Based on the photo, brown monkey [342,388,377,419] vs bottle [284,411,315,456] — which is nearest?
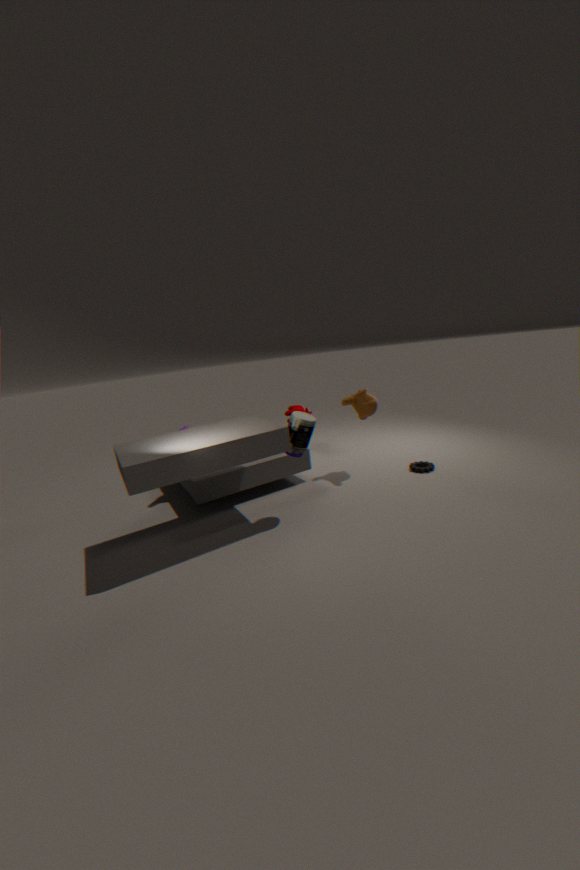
bottle [284,411,315,456]
